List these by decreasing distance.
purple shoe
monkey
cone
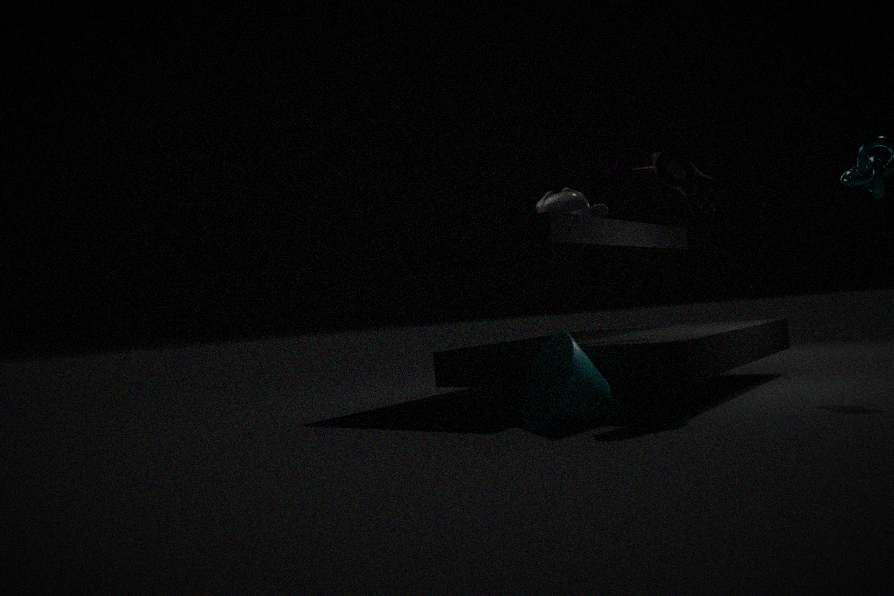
monkey, purple shoe, cone
